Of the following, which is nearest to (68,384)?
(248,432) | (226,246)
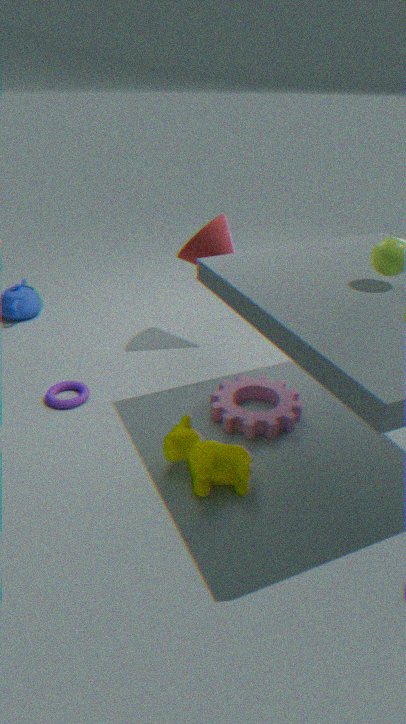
(248,432)
